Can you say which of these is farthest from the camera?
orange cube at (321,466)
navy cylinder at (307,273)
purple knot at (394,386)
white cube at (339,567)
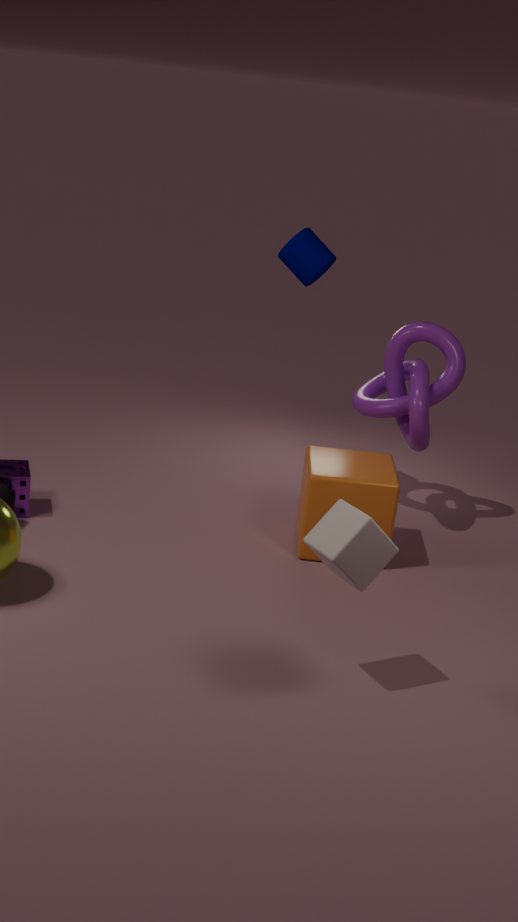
navy cylinder at (307,273)
